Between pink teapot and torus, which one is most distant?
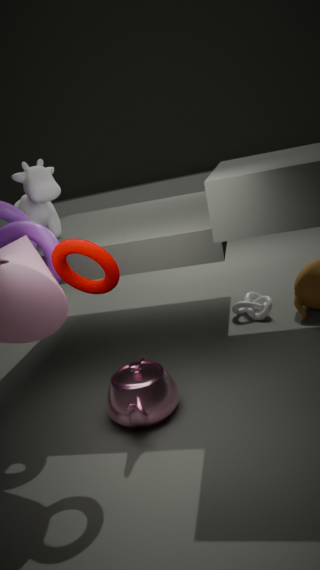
pink teapot
